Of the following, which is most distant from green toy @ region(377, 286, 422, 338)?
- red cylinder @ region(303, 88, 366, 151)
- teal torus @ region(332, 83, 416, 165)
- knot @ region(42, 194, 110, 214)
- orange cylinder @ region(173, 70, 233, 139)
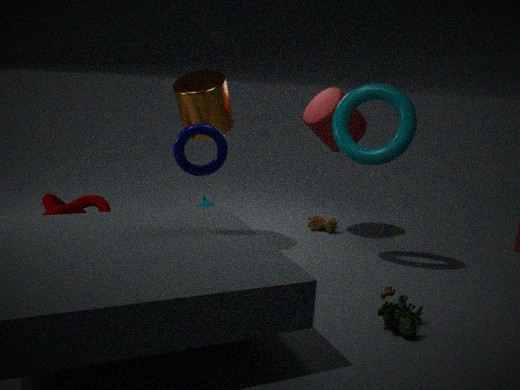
knot @ region(42, 194, 110, 214)
